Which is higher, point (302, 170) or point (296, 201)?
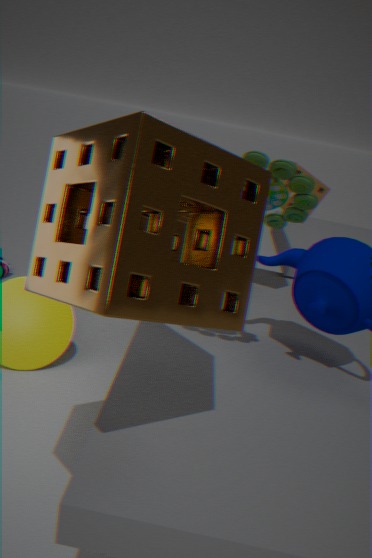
point (296, 201)
